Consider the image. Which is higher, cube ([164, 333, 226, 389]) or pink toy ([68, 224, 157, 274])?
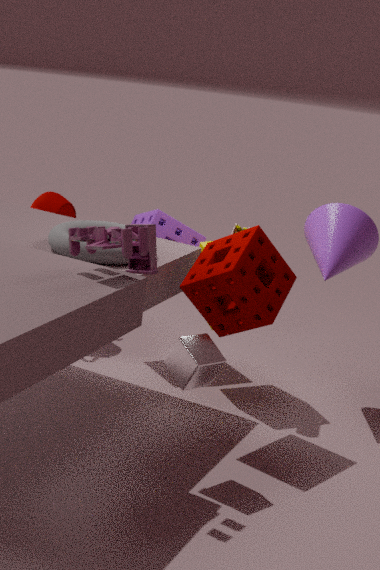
pink toy ([68, 224, 157, 274])
